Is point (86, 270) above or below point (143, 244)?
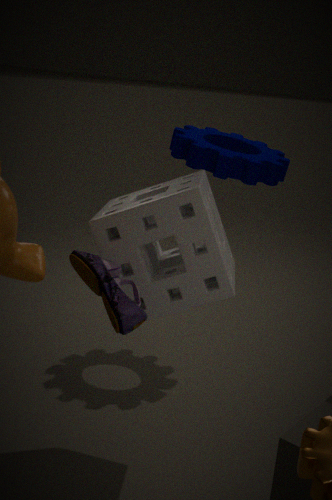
below
